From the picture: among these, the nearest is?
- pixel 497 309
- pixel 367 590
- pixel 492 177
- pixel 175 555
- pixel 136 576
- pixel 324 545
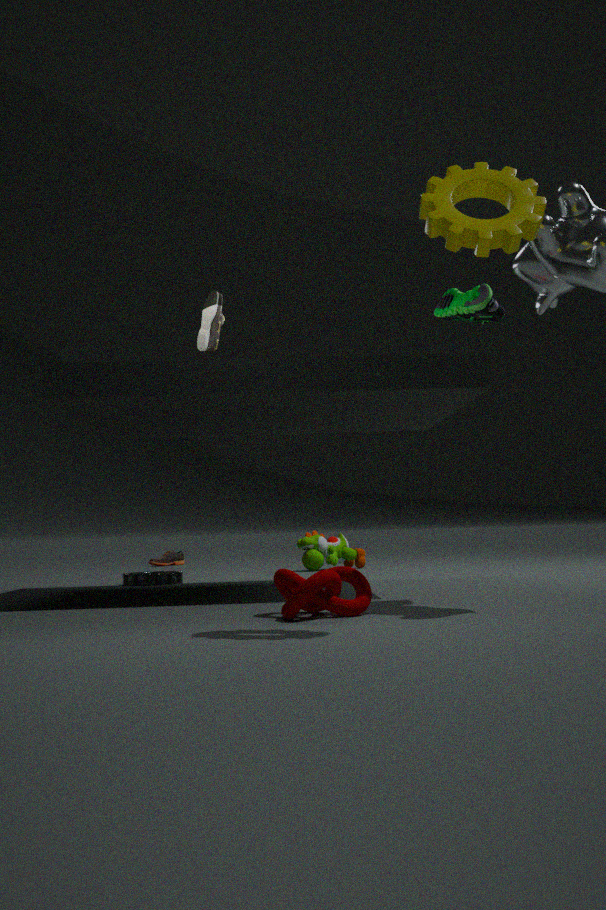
pixel 492 177
